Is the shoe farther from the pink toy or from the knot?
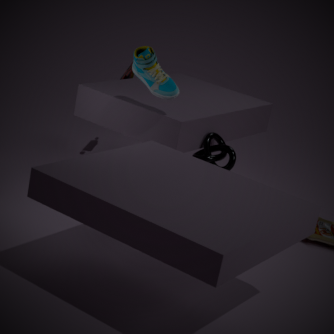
the pink toy
